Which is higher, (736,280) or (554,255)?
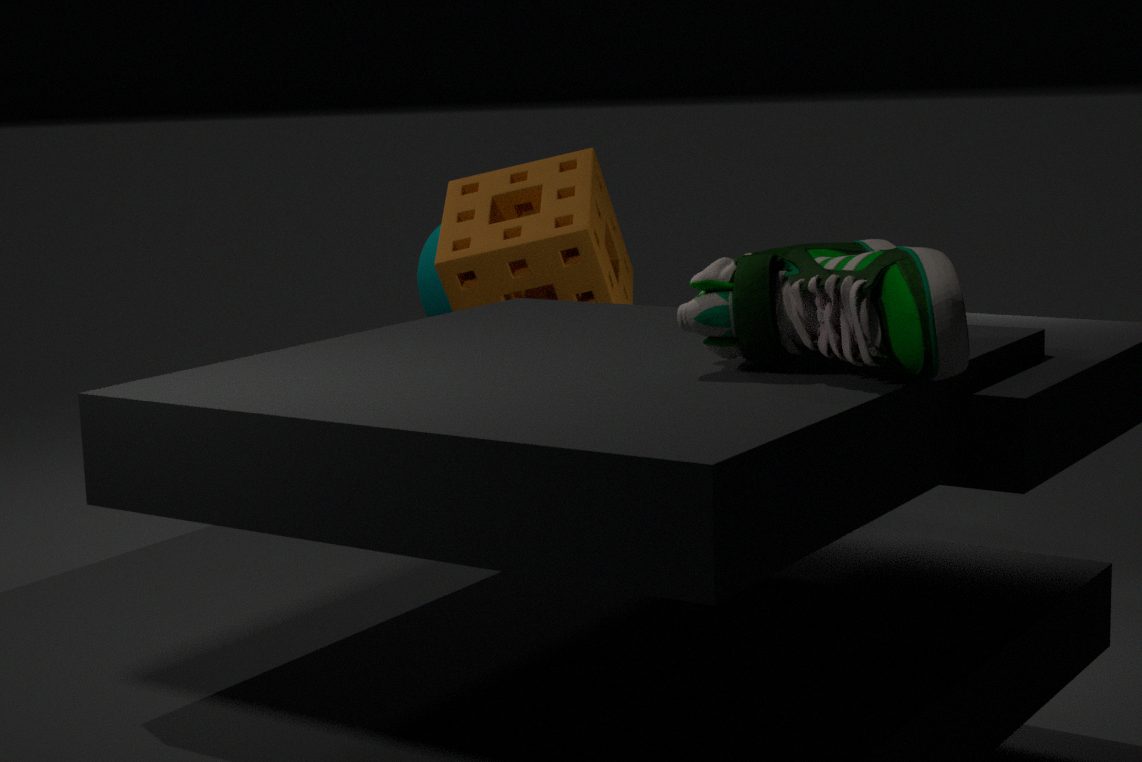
(736,280)
